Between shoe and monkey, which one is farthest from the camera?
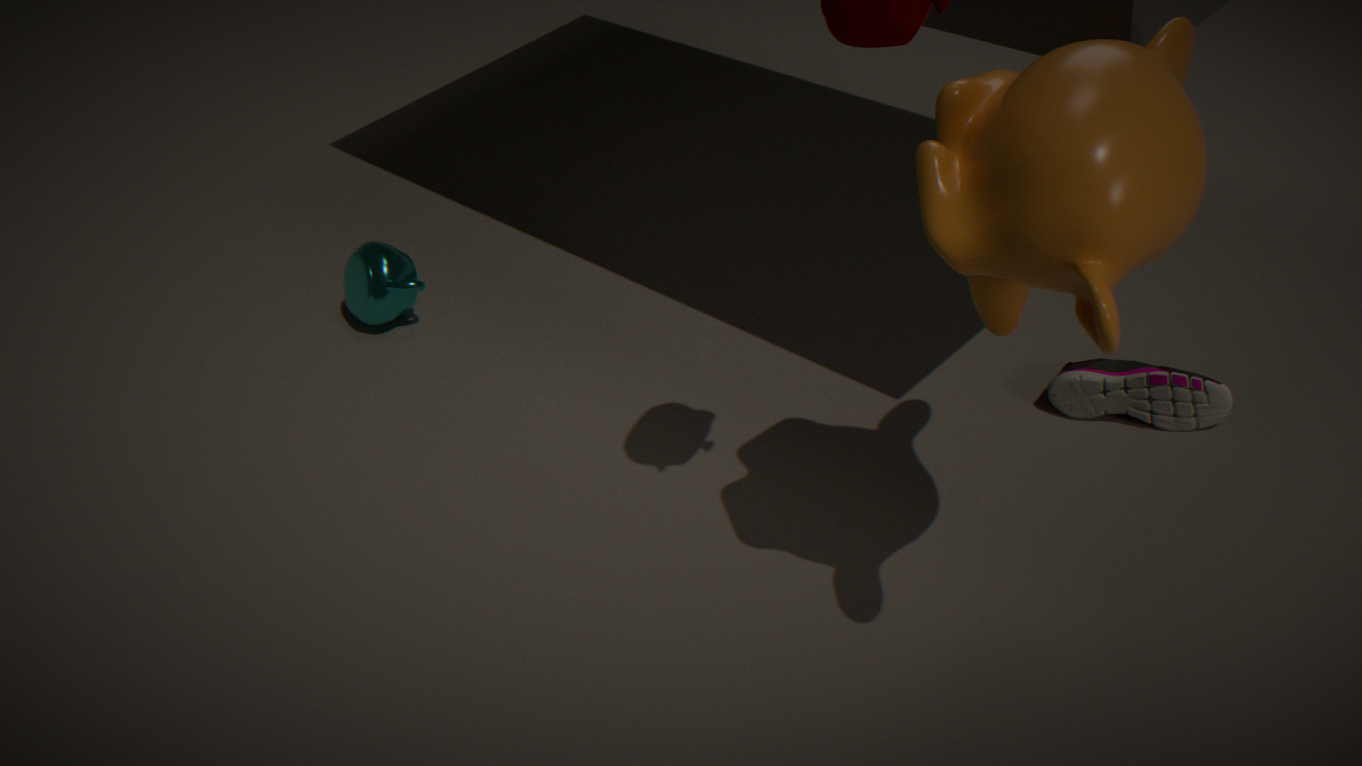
shoe
